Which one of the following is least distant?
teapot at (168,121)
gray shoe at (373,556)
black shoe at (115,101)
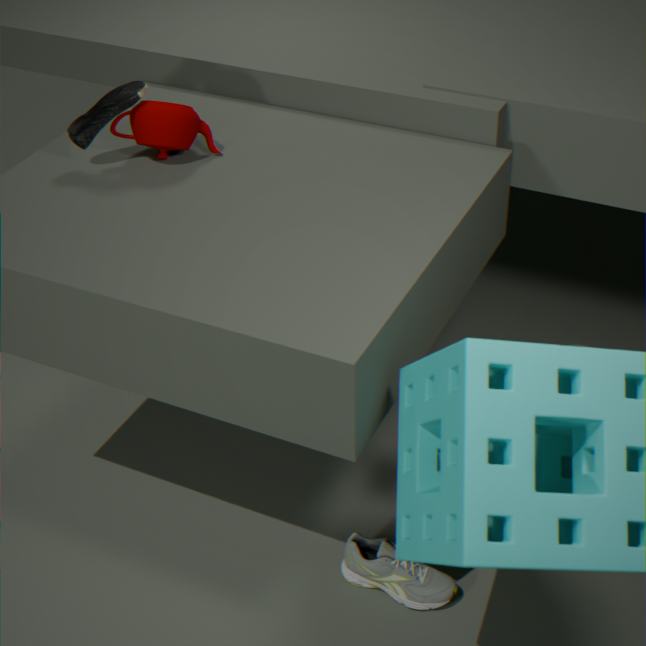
black shoe at (115,101)
